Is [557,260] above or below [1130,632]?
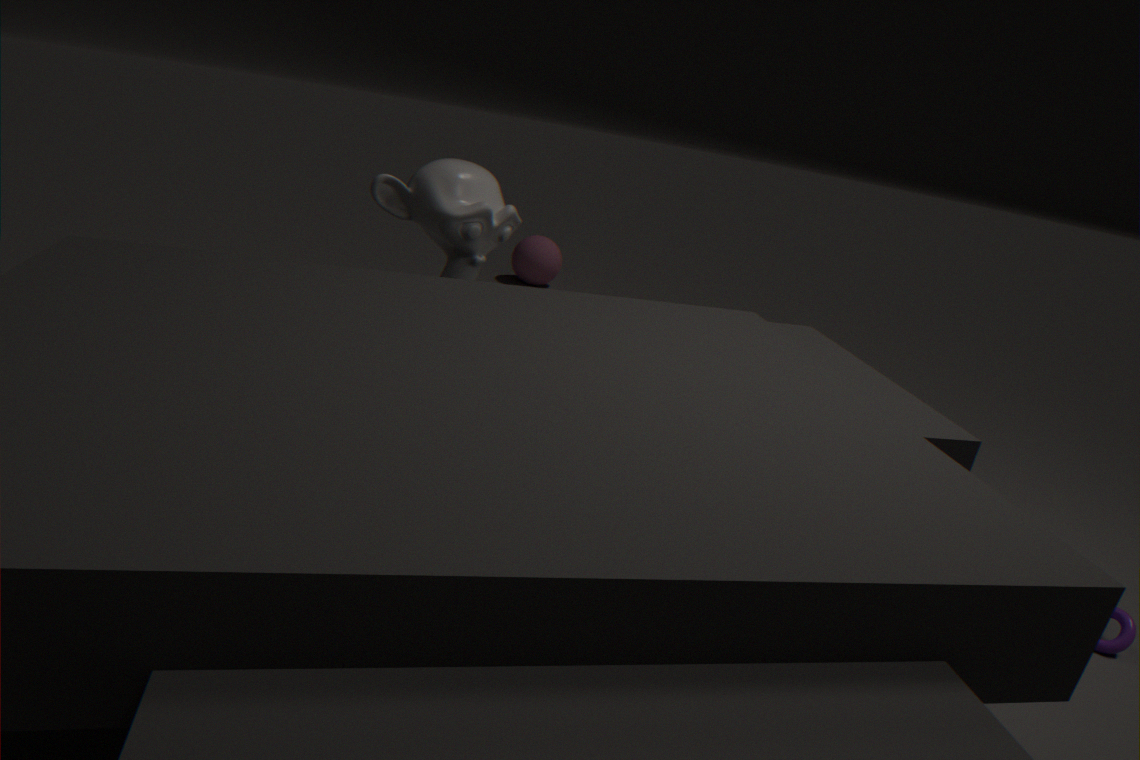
above
